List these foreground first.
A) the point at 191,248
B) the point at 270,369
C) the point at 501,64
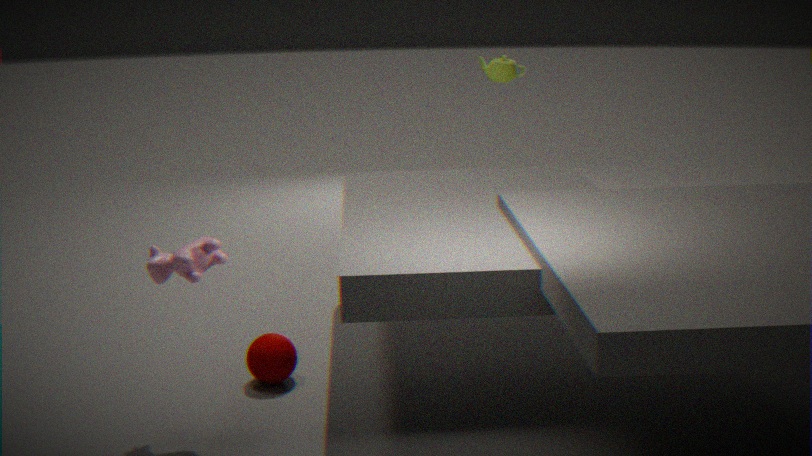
1. the point at 191,248
2. the point at 270,369
3. the point at 501,64
